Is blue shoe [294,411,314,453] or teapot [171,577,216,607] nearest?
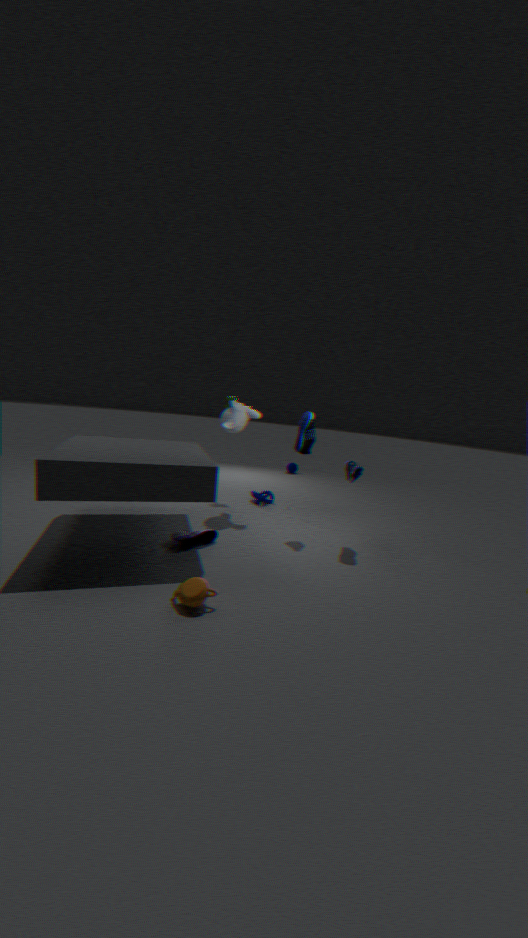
teapot [171,577,216,607]
